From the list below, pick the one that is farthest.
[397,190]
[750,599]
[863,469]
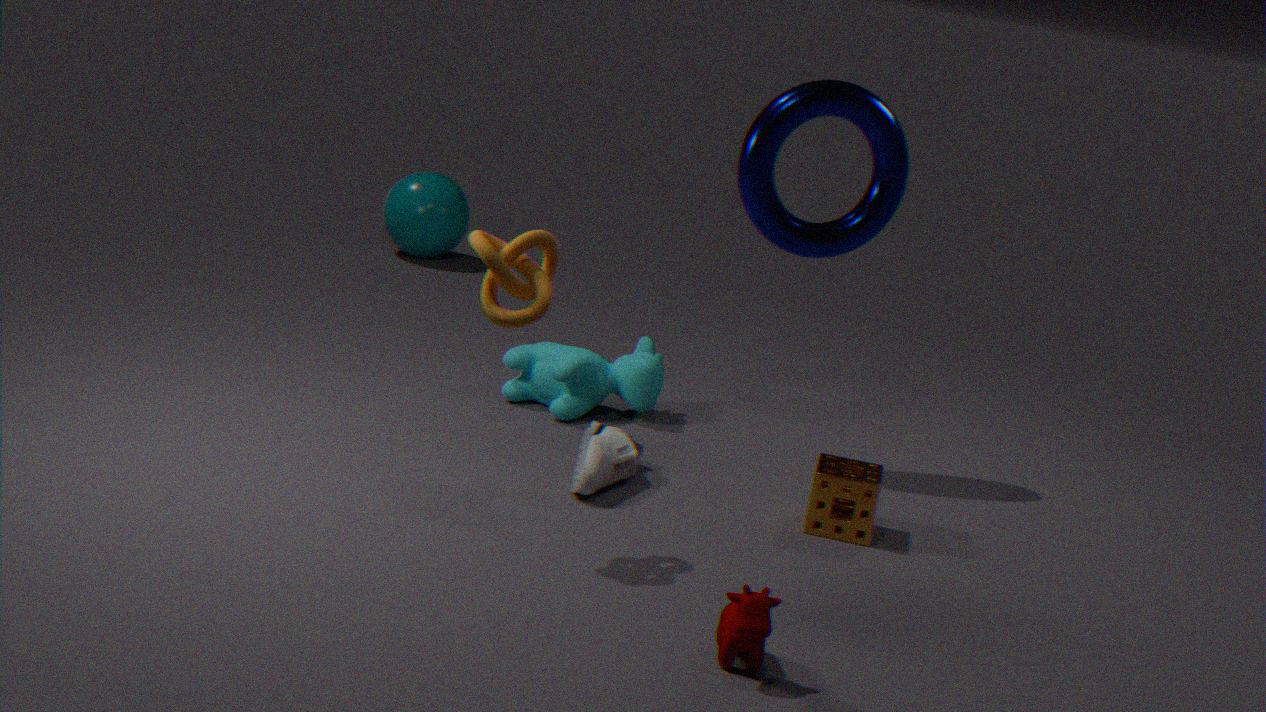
[397,190]
